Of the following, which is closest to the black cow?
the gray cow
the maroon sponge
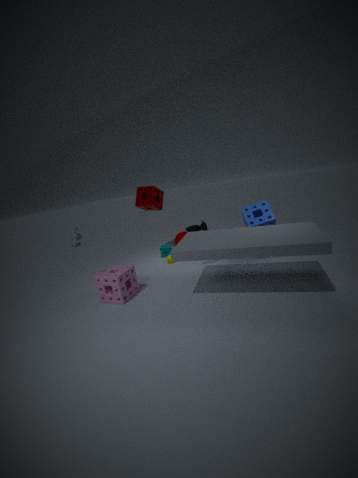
the maroon sponge
